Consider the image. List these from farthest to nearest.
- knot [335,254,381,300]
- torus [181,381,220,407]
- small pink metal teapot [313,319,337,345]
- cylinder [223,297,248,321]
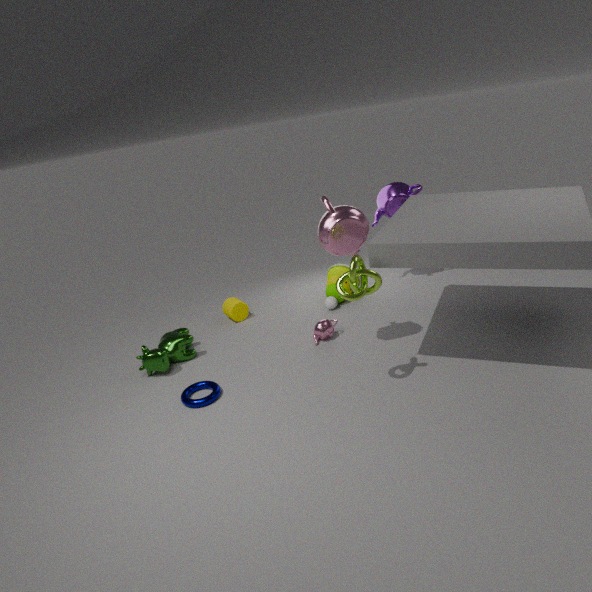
1. cylinder [223,297,248,321]
2. small pink metal teapot [313,319,337,345]
3. torus [181,381,220,407]
4. knot [335,254,381,300]
